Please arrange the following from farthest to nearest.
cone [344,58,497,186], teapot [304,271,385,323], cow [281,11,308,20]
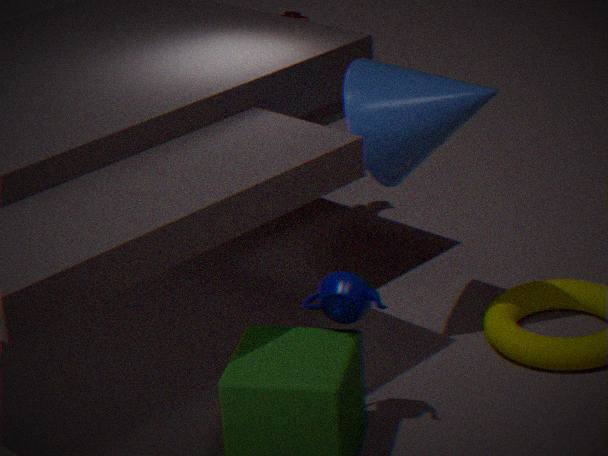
cow [281,11,308,20]
cone [344,58,497,186]
teapot [304,271,385,323]
